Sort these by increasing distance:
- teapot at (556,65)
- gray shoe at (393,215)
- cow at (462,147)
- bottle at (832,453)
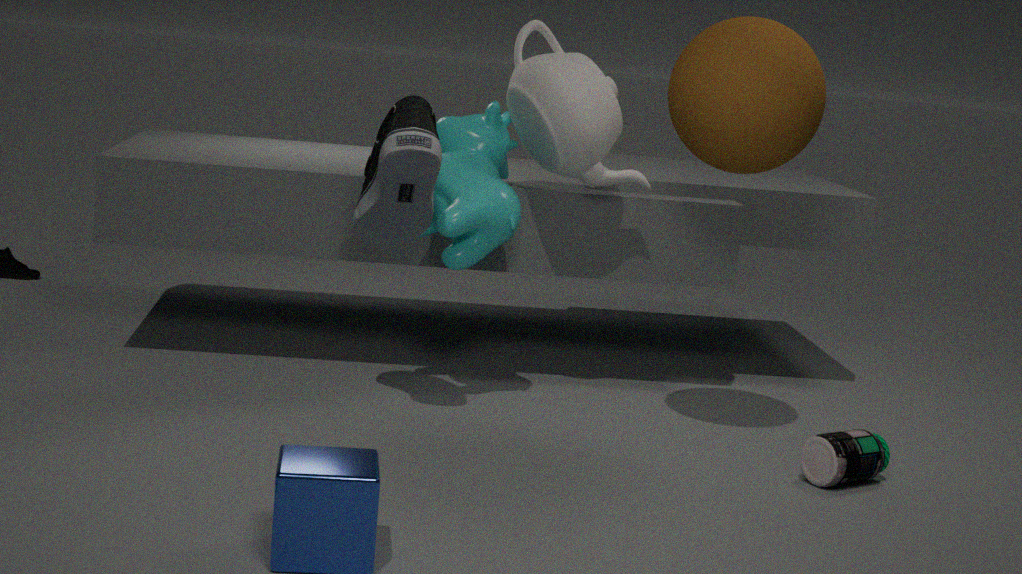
gray shoe at (393,215) < bottle at (832,453) < cow at (462,147) < teapot at (556,65)
